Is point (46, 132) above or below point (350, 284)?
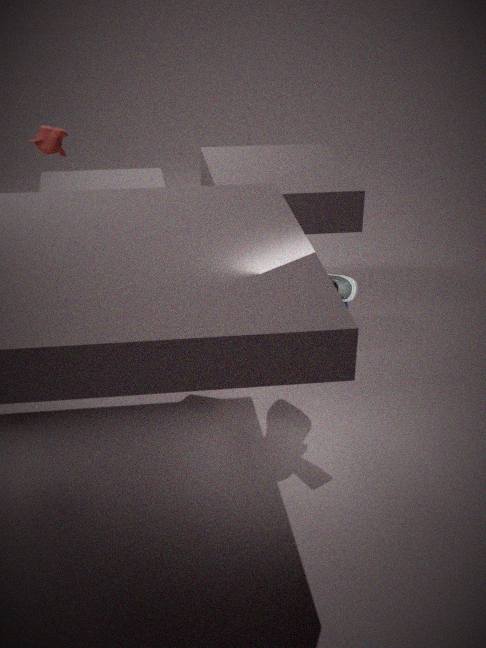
above
